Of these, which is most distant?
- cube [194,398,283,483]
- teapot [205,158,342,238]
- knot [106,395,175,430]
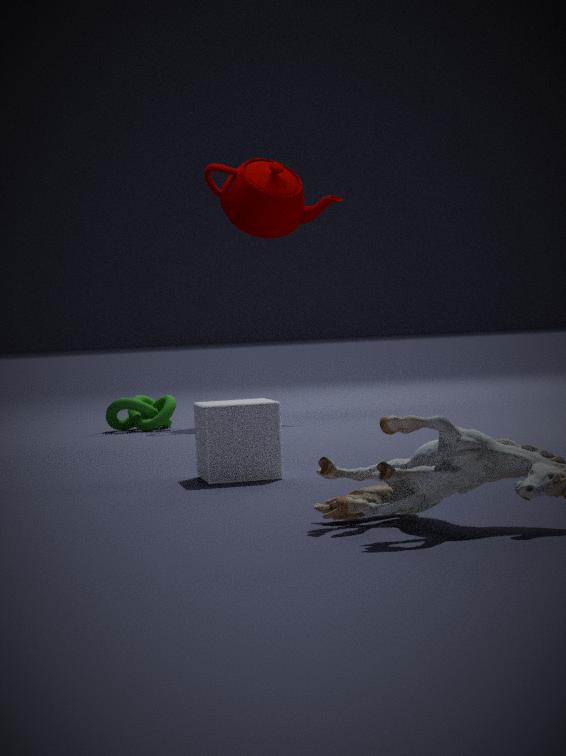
teapot [205,158,342,238]
